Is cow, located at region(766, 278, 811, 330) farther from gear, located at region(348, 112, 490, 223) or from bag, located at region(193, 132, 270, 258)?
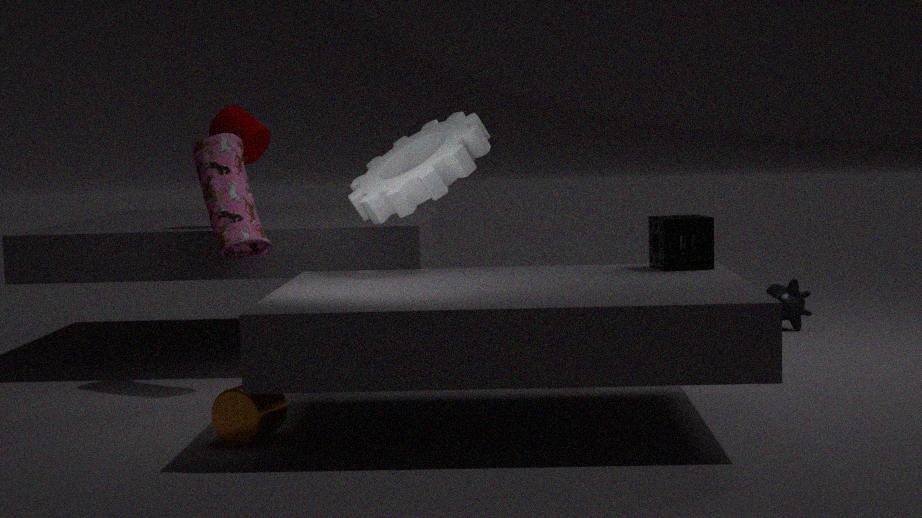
bag, located at region(193, 132, 270, 258)
